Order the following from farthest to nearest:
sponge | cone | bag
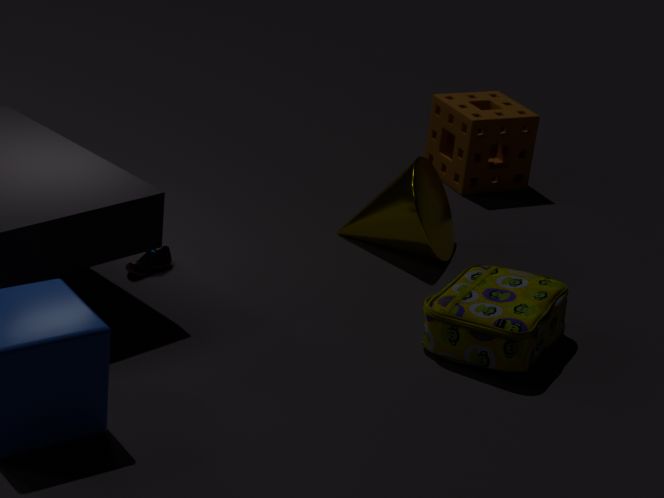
1. sponge
2. cone
3. bag
